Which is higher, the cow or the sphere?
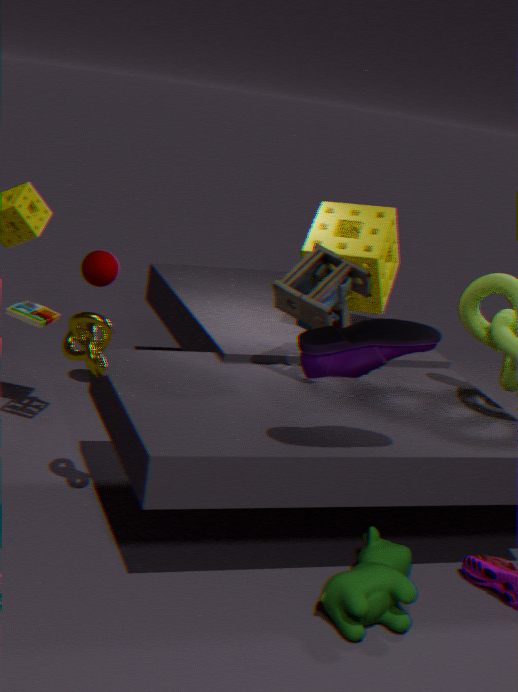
the sphere
